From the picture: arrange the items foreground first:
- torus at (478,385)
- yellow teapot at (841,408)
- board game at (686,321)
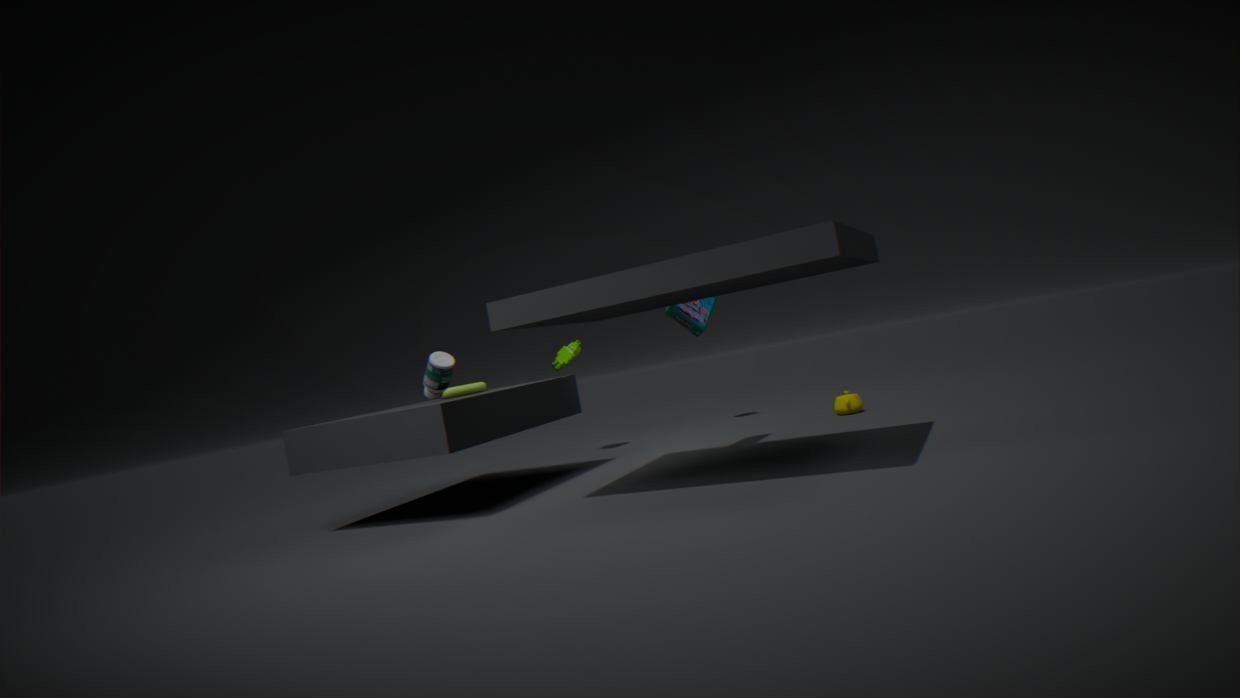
board game at (686,321) → torus at (478,385) → yellow teapot at (841,408)
